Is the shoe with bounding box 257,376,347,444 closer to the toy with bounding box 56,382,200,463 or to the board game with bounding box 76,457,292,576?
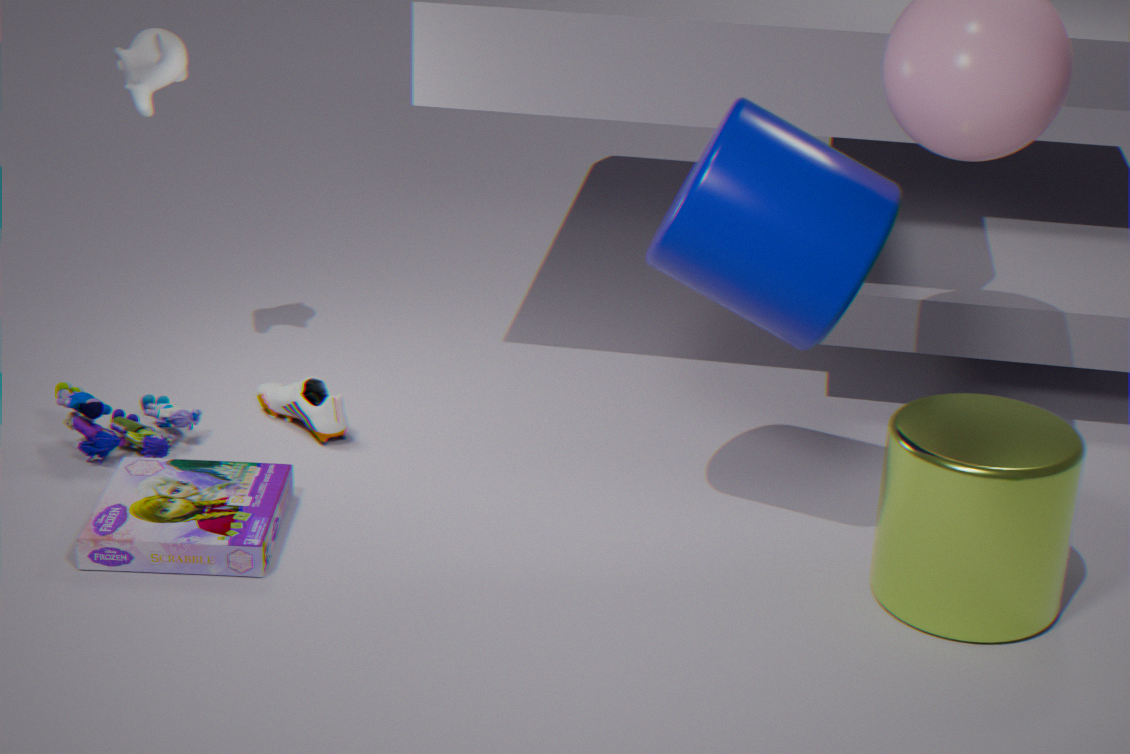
the toy with bounding box 56,382,200,463
